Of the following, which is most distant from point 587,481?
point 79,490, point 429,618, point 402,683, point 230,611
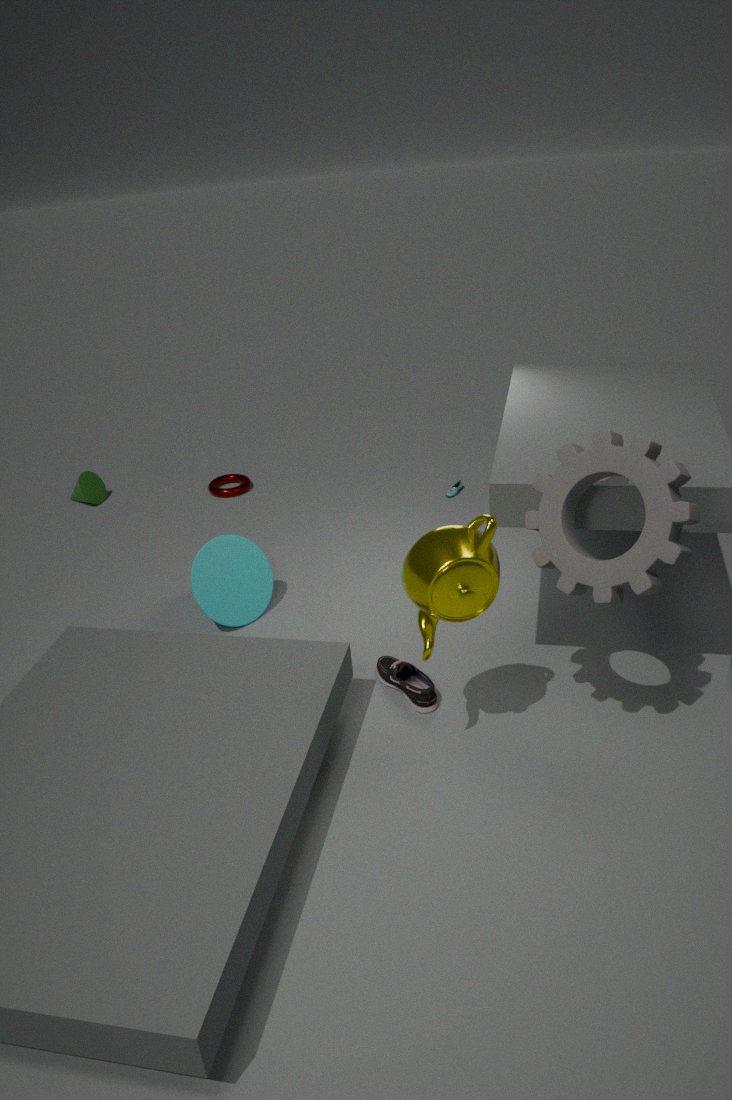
point 79,490
